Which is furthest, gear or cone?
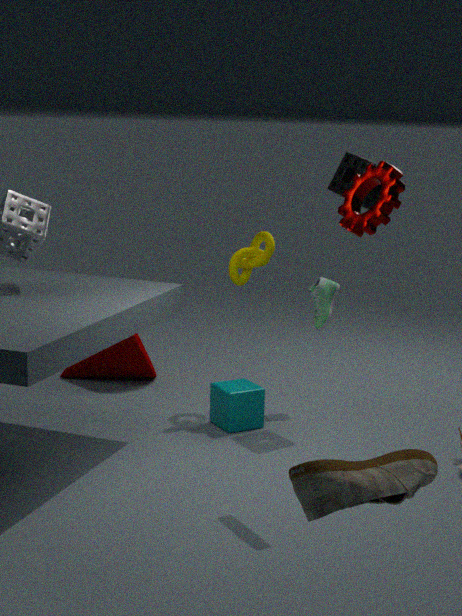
cone
